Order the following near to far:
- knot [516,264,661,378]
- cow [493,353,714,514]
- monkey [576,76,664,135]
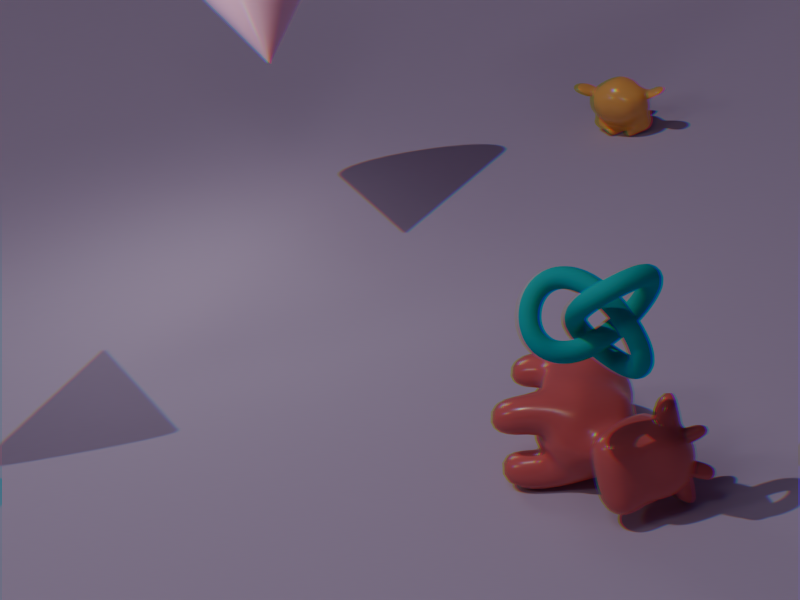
knot [516,264,661,378] < cow [493,353,714,514] < monkey [576,76,664,135]
